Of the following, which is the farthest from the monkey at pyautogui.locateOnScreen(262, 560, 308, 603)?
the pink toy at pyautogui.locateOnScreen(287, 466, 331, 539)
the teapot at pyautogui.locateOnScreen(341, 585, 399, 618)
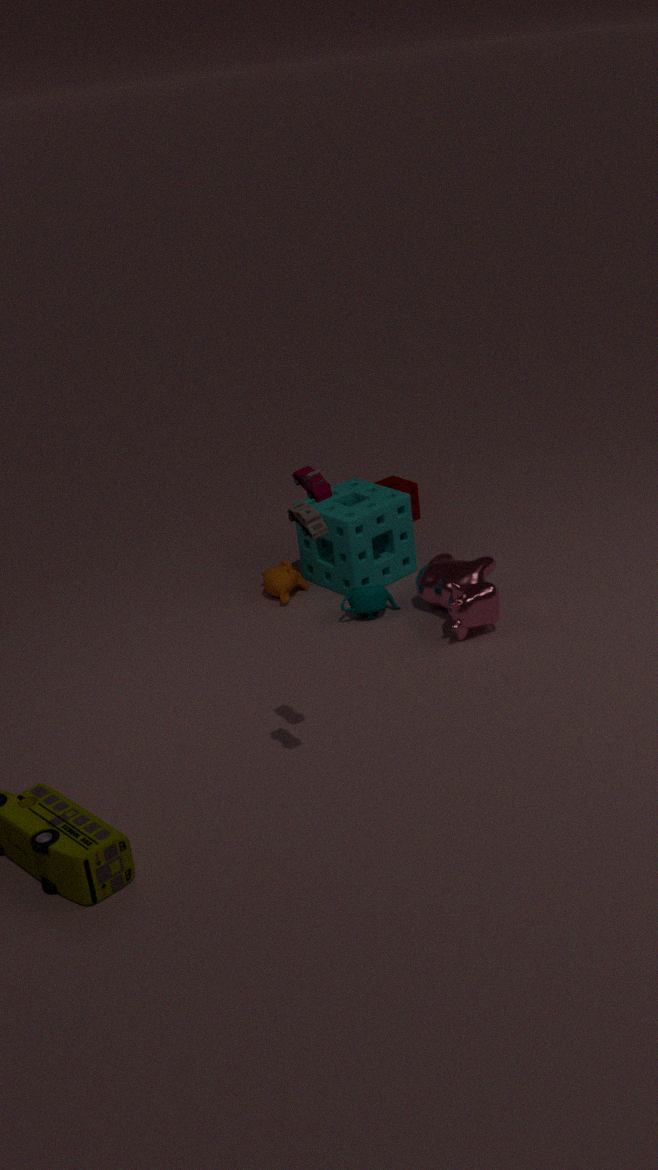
the pink toy at pyautogui.locateOnScreen(287, 466, 331, 539)
